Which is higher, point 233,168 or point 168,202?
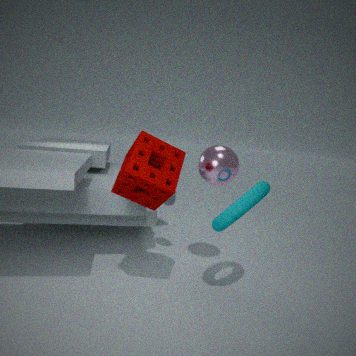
point 233,168
